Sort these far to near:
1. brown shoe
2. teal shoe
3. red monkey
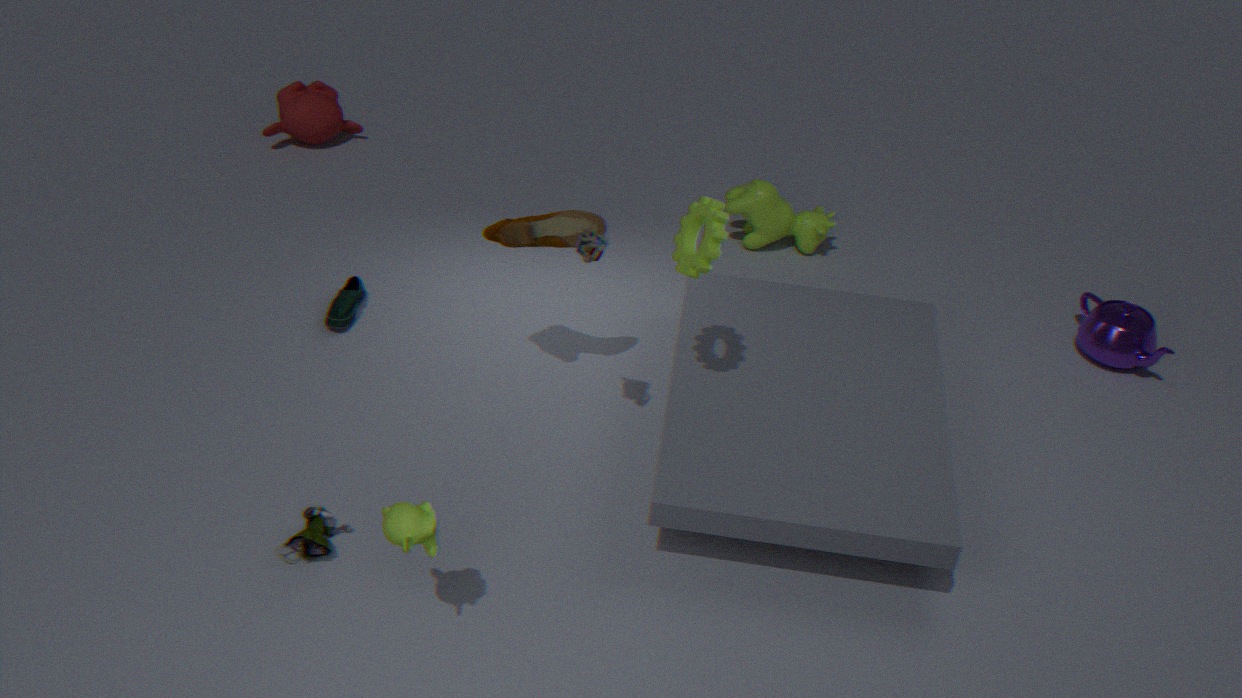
1. red monkey
2. teal shoe
3. brown shoe
